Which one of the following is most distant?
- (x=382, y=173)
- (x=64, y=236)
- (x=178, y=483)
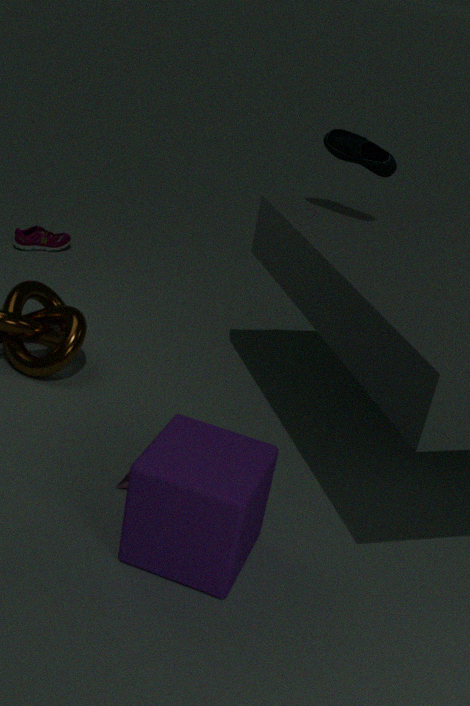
(x=64, y=236)
